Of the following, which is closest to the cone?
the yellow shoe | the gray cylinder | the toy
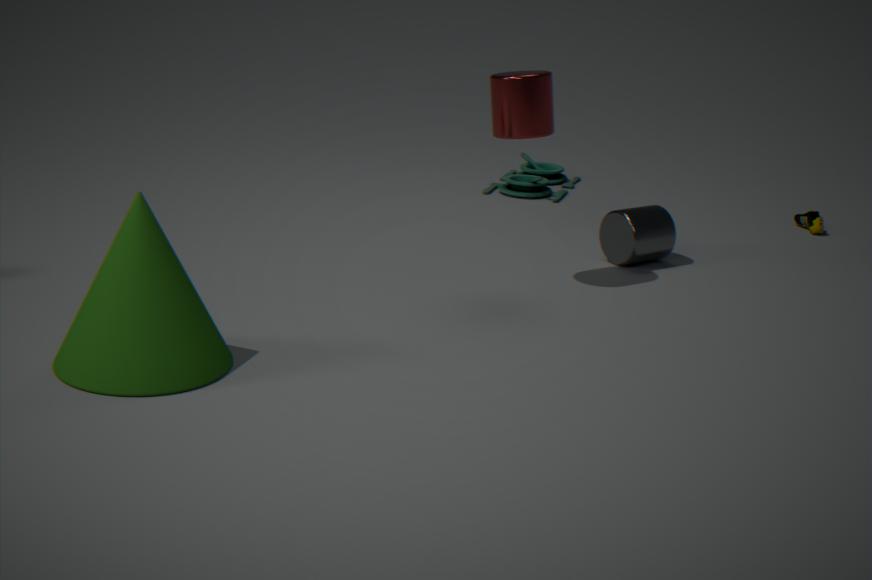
the gray cylinder
